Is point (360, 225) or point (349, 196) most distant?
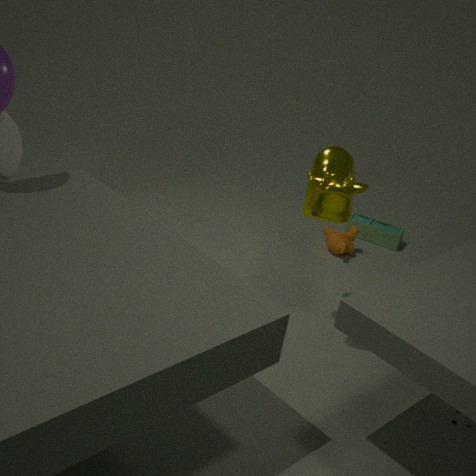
point (360, 225)
